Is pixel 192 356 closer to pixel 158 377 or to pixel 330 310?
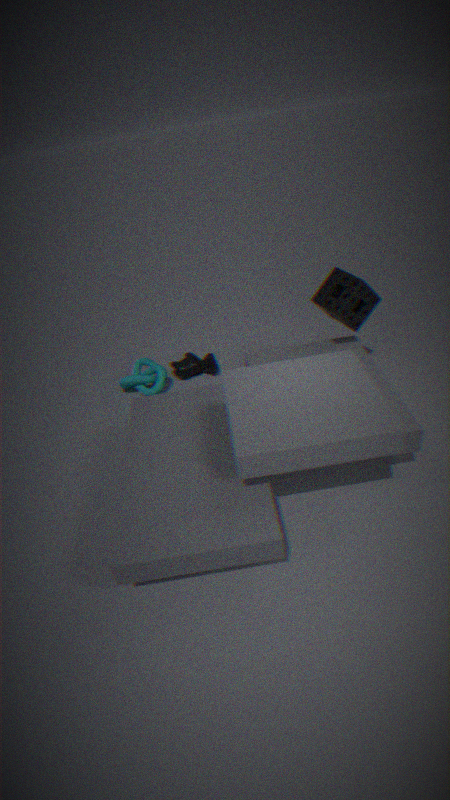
pixel 158 377
